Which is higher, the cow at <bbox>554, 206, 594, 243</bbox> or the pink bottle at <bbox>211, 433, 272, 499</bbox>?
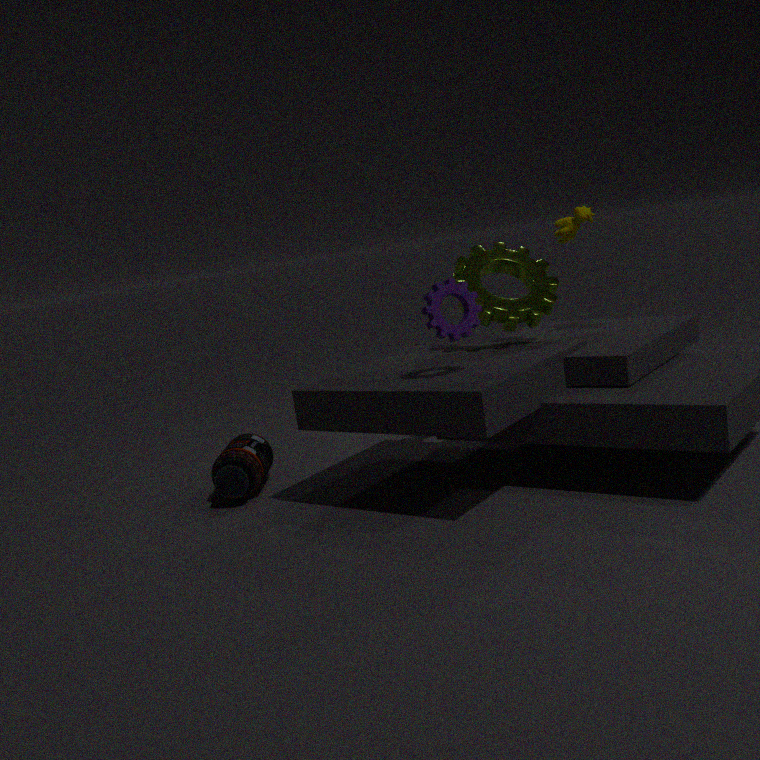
the cow at <bbox>554, 206, 594, 243</bbox>
